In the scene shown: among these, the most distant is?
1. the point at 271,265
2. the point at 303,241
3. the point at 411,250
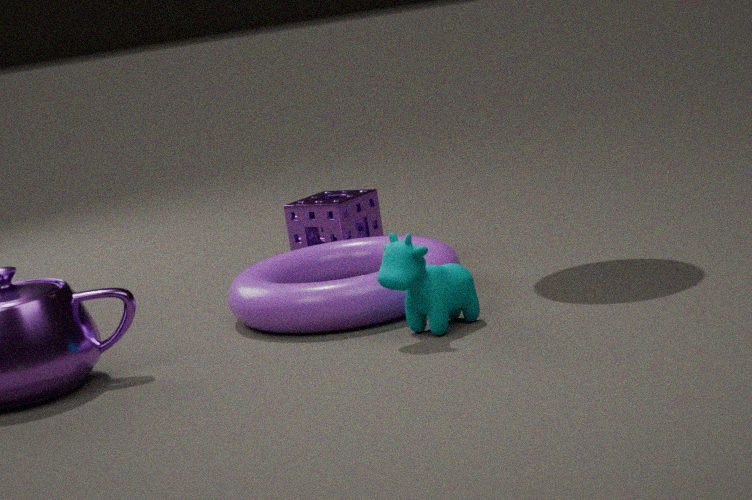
the point at 303,241
